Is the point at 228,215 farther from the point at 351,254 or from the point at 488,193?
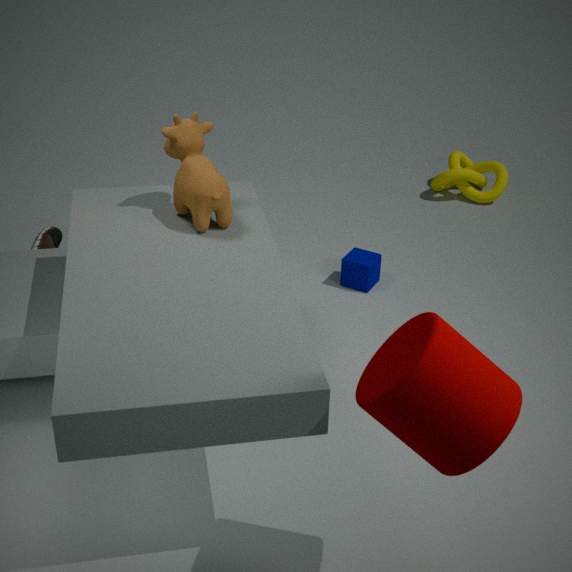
the point at 488,193
